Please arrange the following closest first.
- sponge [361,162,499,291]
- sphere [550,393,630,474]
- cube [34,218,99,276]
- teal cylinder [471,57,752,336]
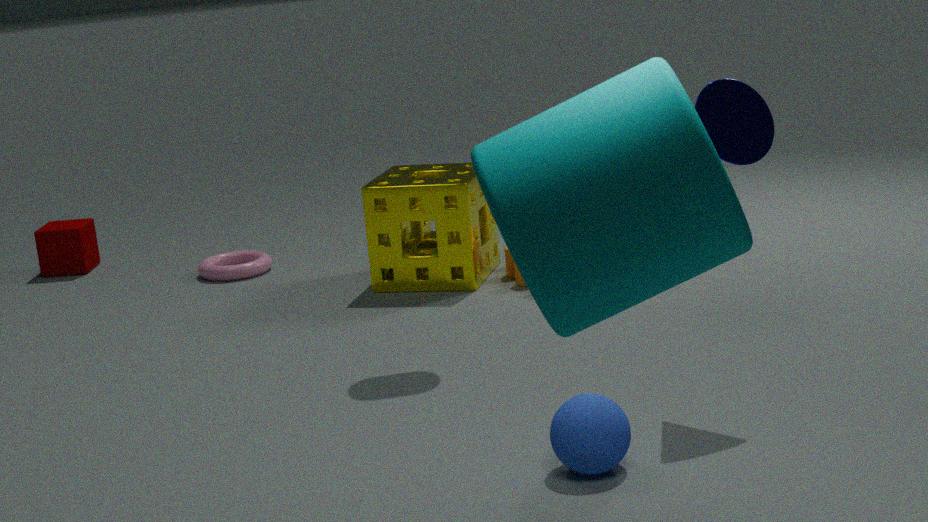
Result: teal cylinder [471,57,752,336]
sphere [550,393,630,474]
sponge [361,162,499,291]
cube [34,218,99,276]
